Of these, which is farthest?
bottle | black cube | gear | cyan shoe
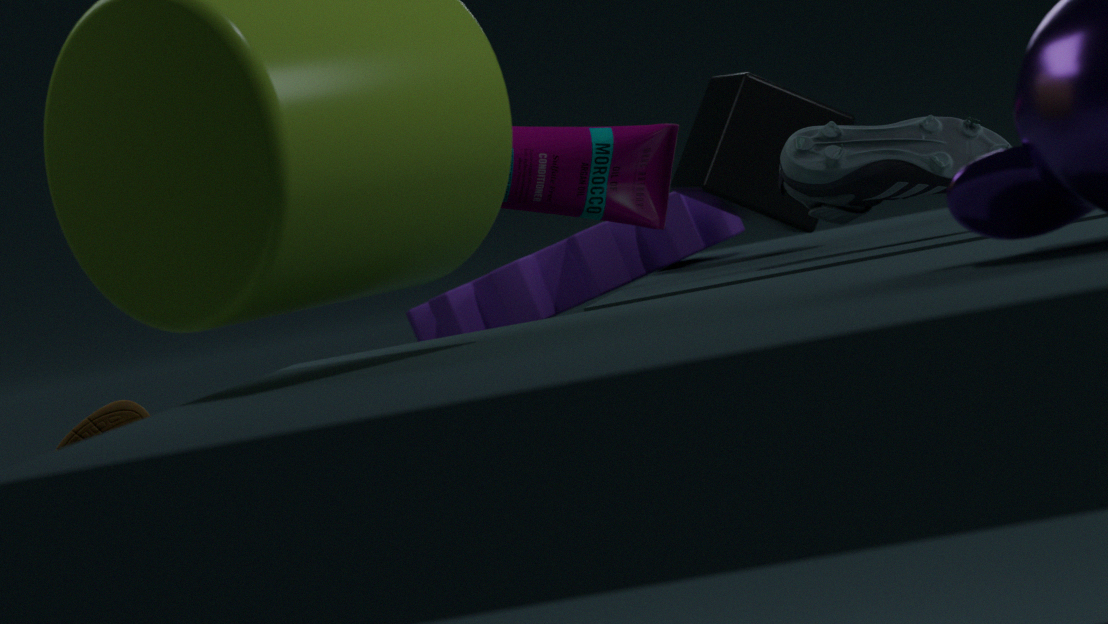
gear
